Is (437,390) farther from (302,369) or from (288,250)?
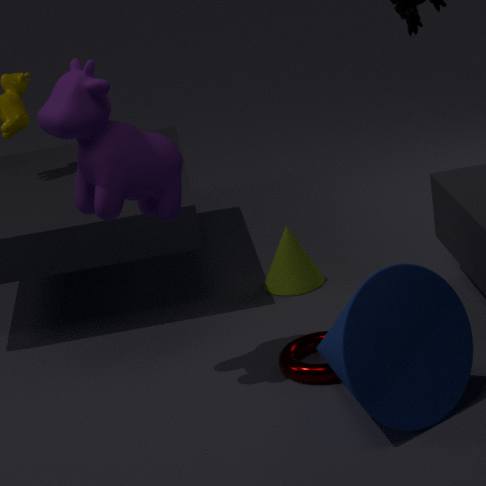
(288,250)
